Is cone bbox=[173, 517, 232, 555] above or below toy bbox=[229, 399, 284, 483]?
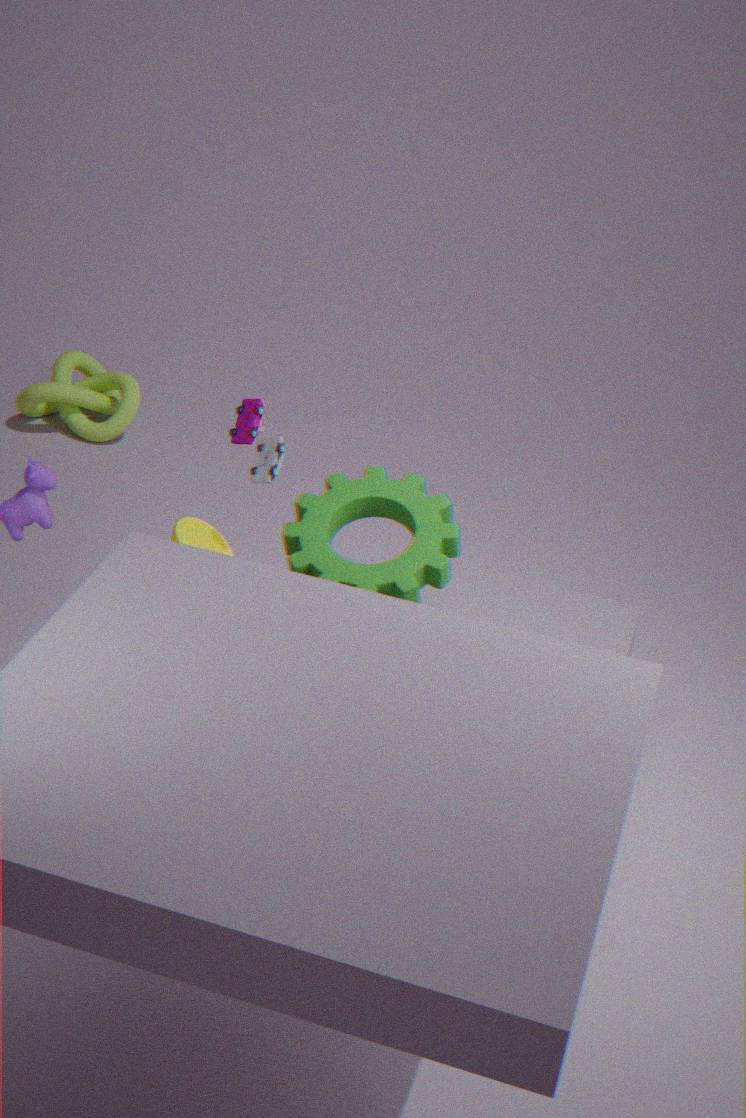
below
